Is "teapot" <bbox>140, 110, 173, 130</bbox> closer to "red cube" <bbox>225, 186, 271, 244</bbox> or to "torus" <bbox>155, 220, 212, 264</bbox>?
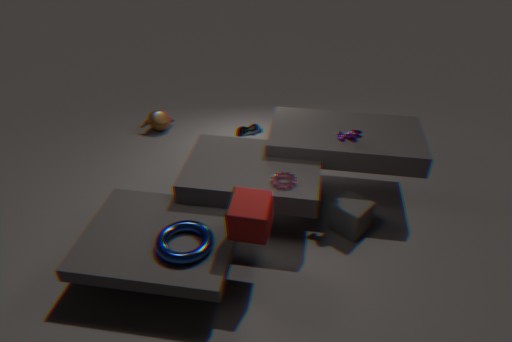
"torus" <bbox>155, 220, 212, 264</bbox>
